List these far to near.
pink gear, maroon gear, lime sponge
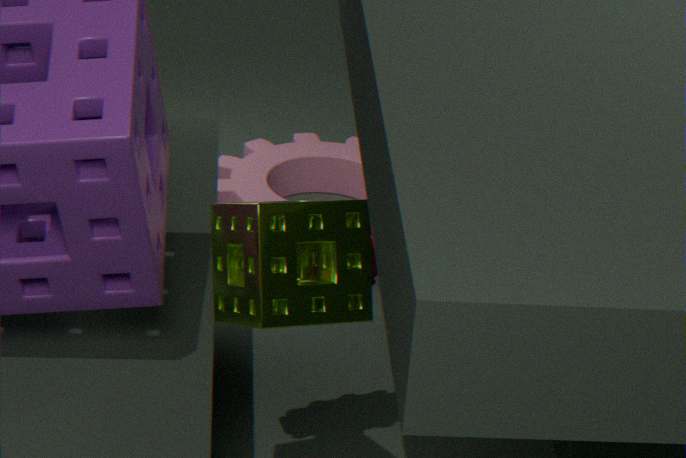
pink gear < maroon gear < lime sponge
